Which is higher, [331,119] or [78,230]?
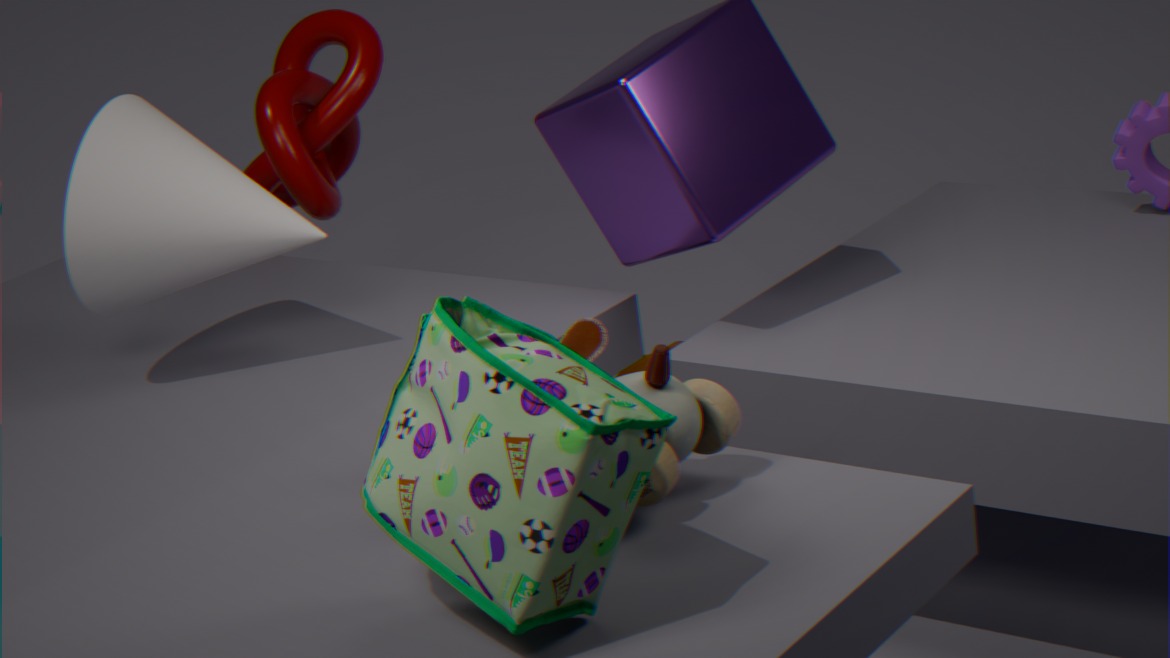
[78,230]
